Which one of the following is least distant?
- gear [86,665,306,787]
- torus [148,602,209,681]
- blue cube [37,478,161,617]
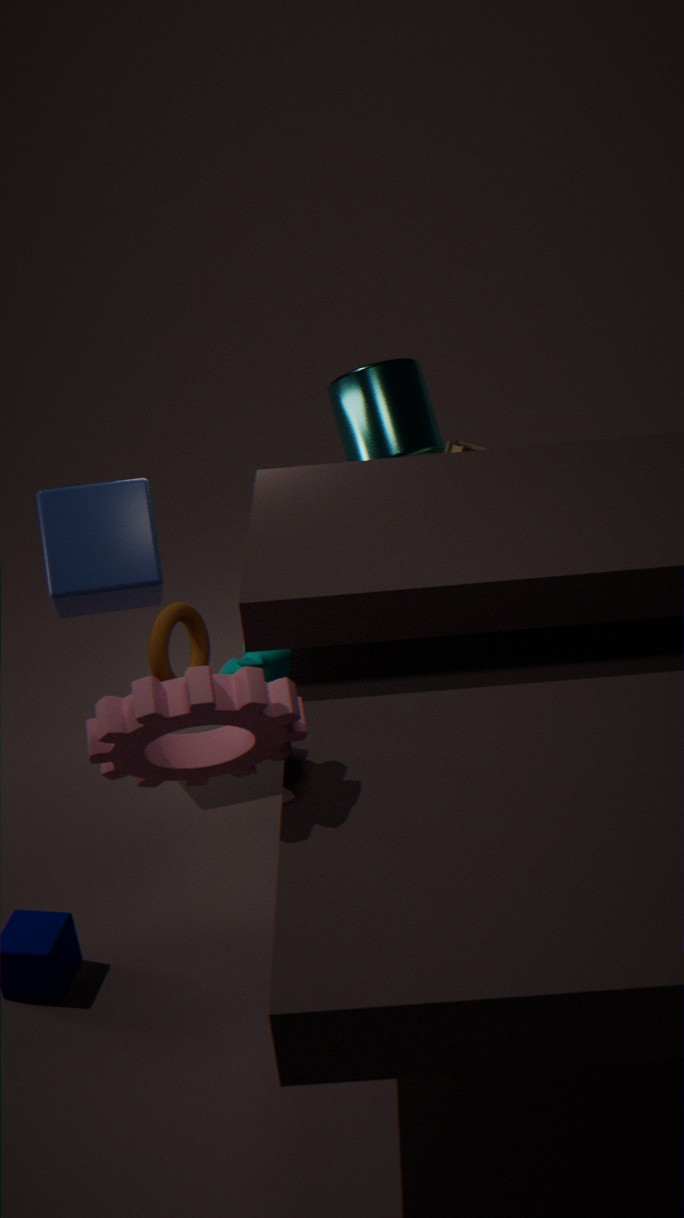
gear [86,665,306,787]
